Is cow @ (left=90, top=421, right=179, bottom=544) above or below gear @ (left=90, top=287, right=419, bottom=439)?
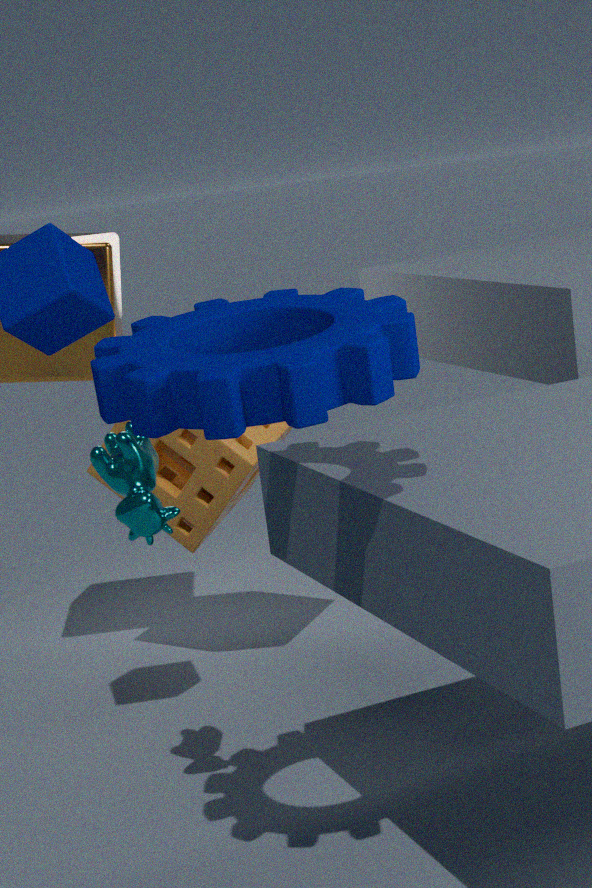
below
